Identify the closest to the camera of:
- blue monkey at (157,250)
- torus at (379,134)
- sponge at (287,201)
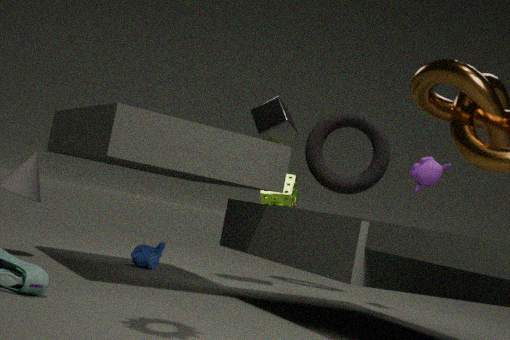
blue monkey at (157,250)
